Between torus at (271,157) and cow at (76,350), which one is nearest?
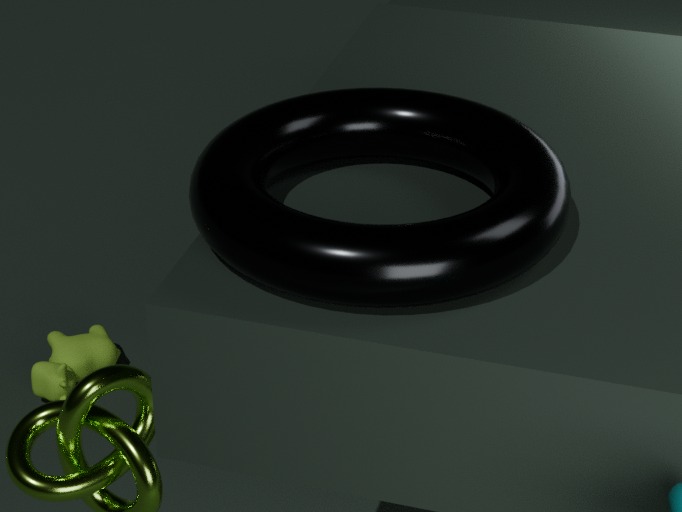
torus at (271,157)
